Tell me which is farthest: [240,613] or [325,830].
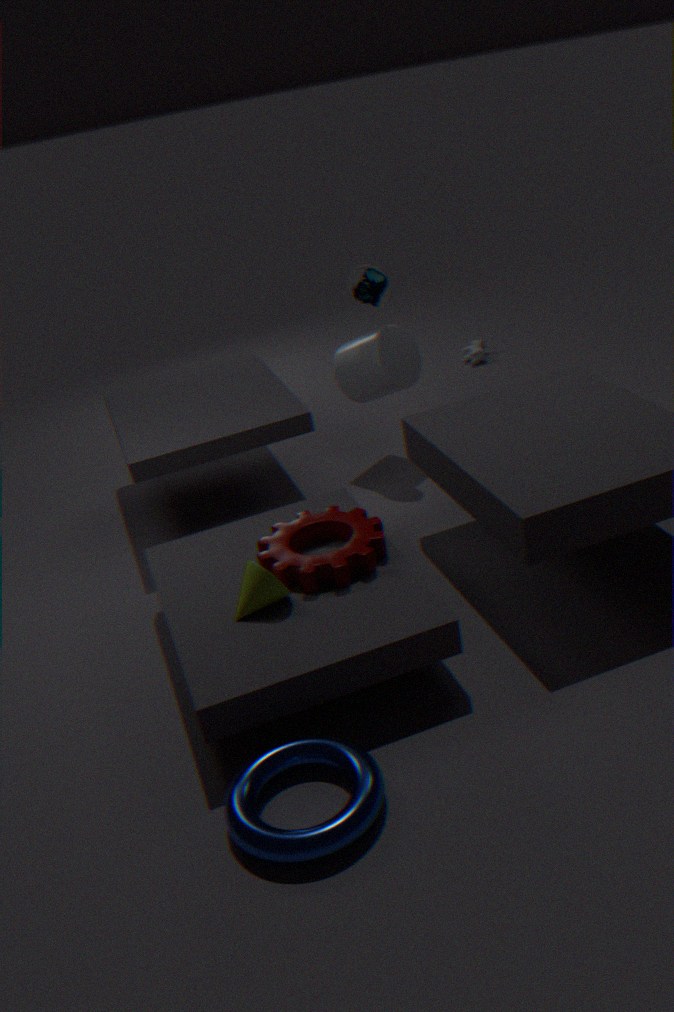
[240,613]
